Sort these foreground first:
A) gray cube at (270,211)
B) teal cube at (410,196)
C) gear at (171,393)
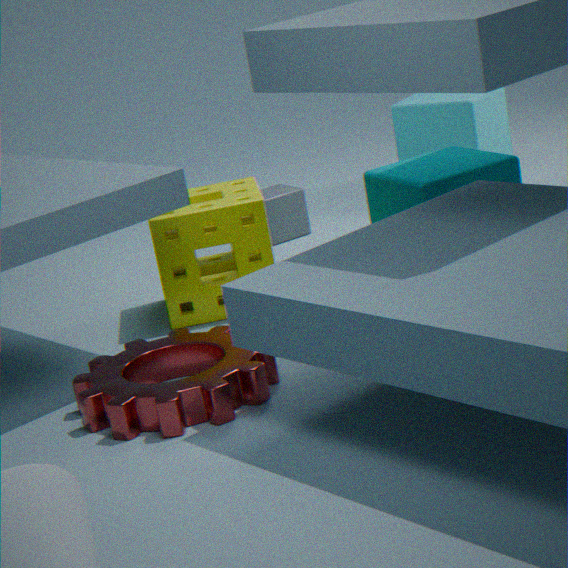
gear at (171,393) → teal cube at (410,196) → gray cube at (270,211)
